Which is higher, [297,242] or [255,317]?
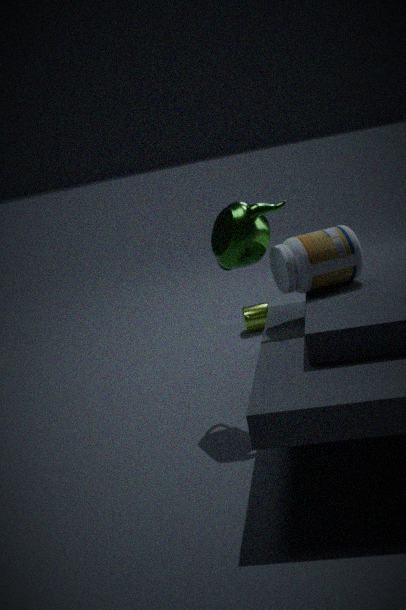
[297,242]
